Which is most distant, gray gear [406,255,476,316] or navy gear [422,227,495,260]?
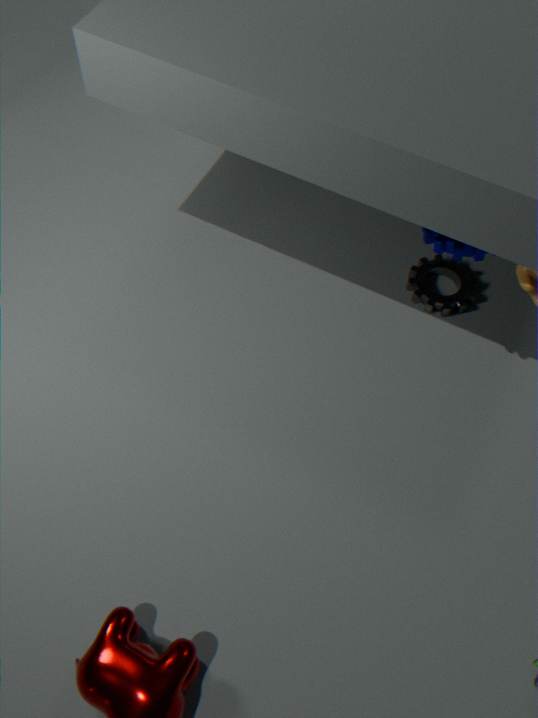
gray gear [406,255,476,316]
